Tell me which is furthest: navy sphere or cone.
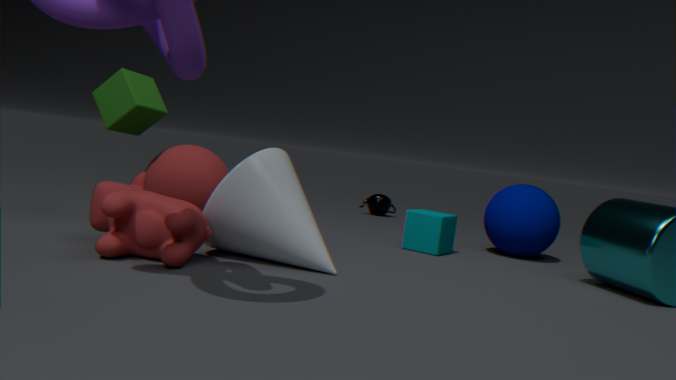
navy sphere
